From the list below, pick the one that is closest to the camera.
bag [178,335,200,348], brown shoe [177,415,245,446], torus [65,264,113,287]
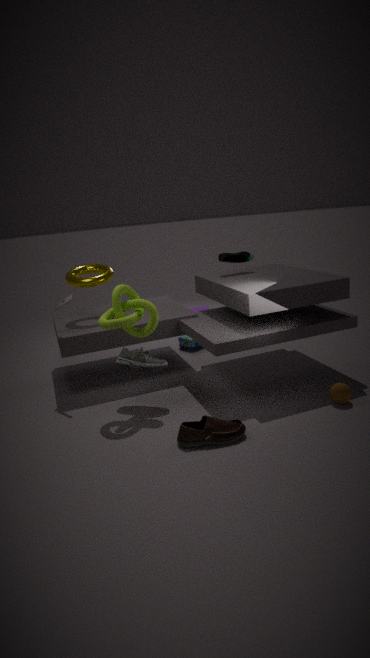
brown shoe [177,415,245,446]
